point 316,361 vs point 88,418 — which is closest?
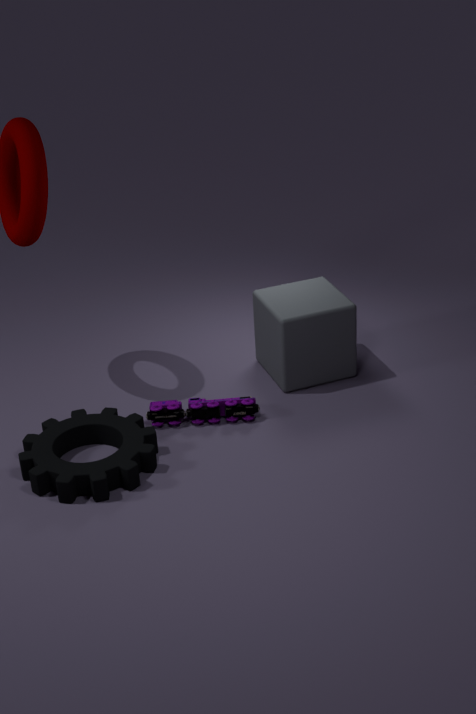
point 88,418
